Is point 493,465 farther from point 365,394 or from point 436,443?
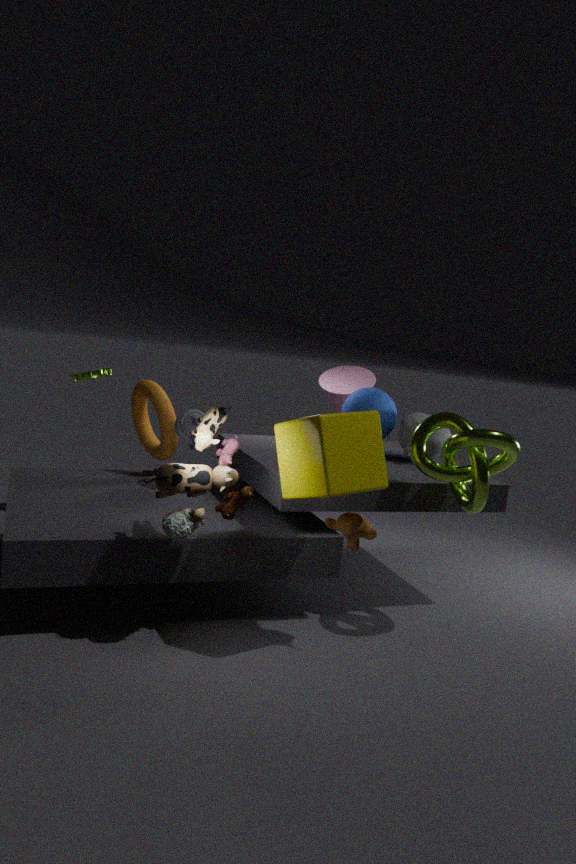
point 365,394
